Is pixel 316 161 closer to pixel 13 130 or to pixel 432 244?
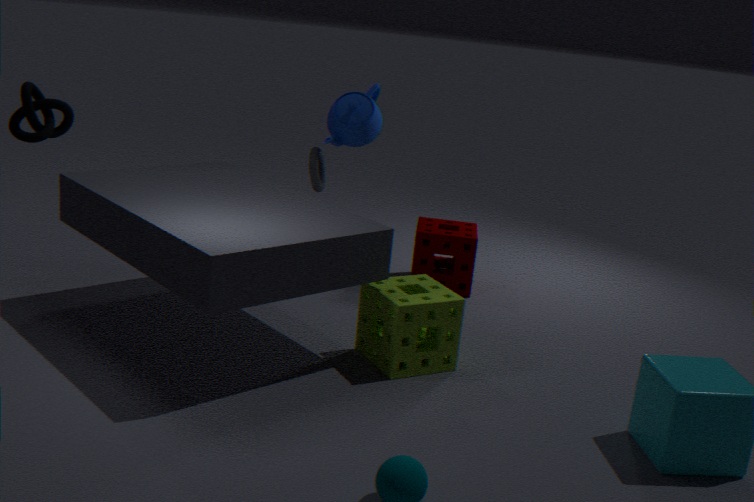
pixel 432 244
